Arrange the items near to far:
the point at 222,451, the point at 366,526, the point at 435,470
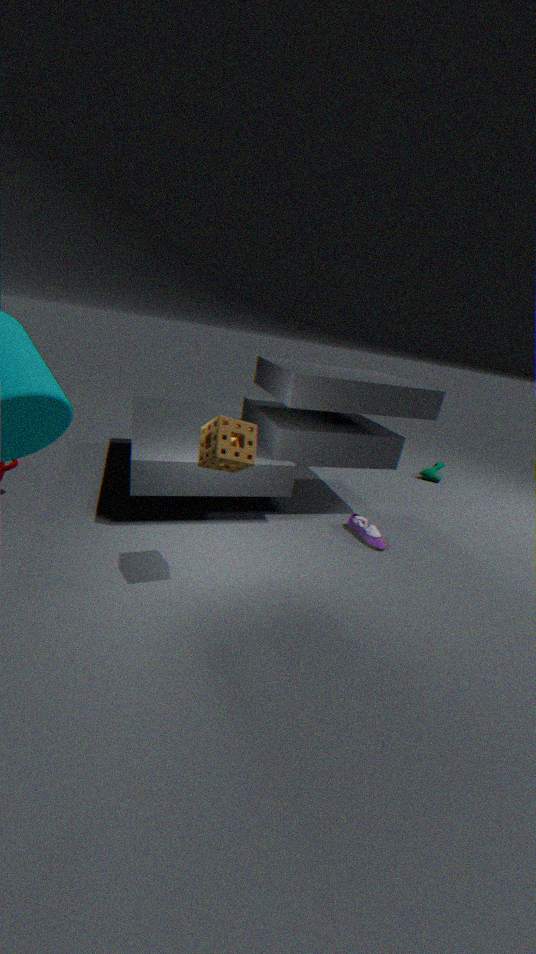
the point at 222,451
the point at 366,526
the point at 435,470
